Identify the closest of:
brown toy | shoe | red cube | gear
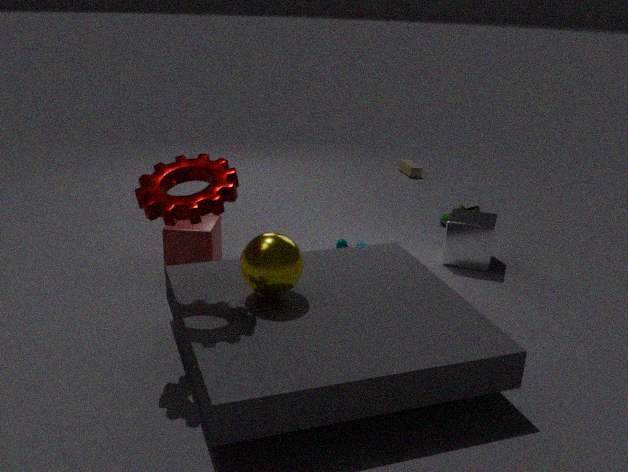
gear
